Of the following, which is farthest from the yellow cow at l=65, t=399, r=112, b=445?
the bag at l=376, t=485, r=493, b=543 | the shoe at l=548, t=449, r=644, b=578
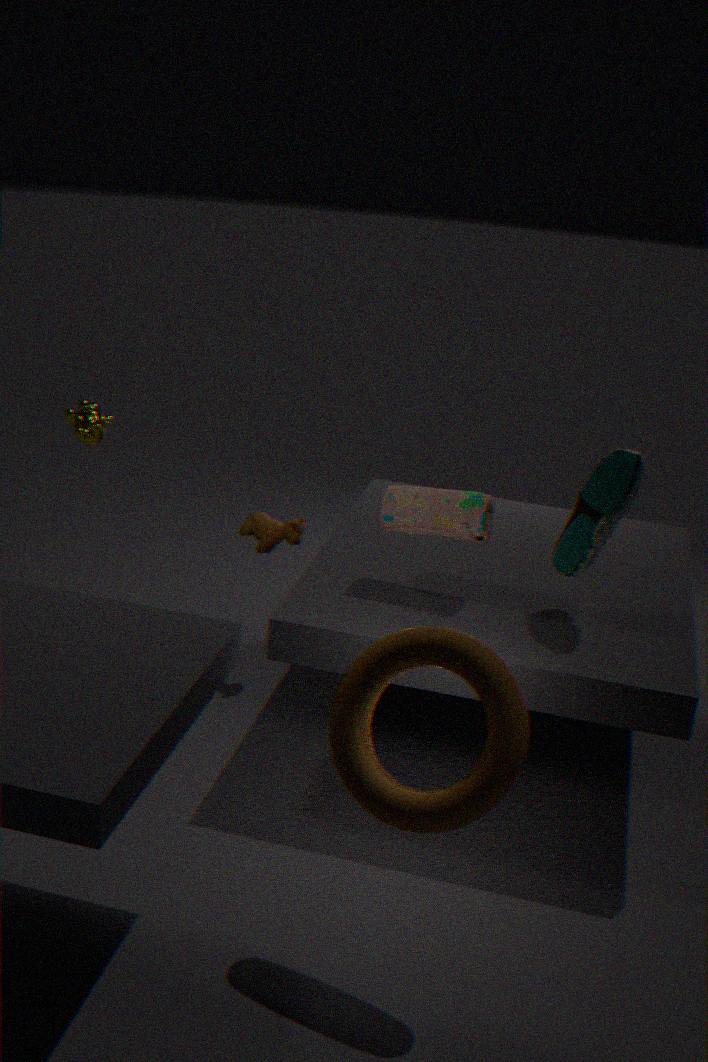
the shoe at l=548, t=449, r=644, b=578
